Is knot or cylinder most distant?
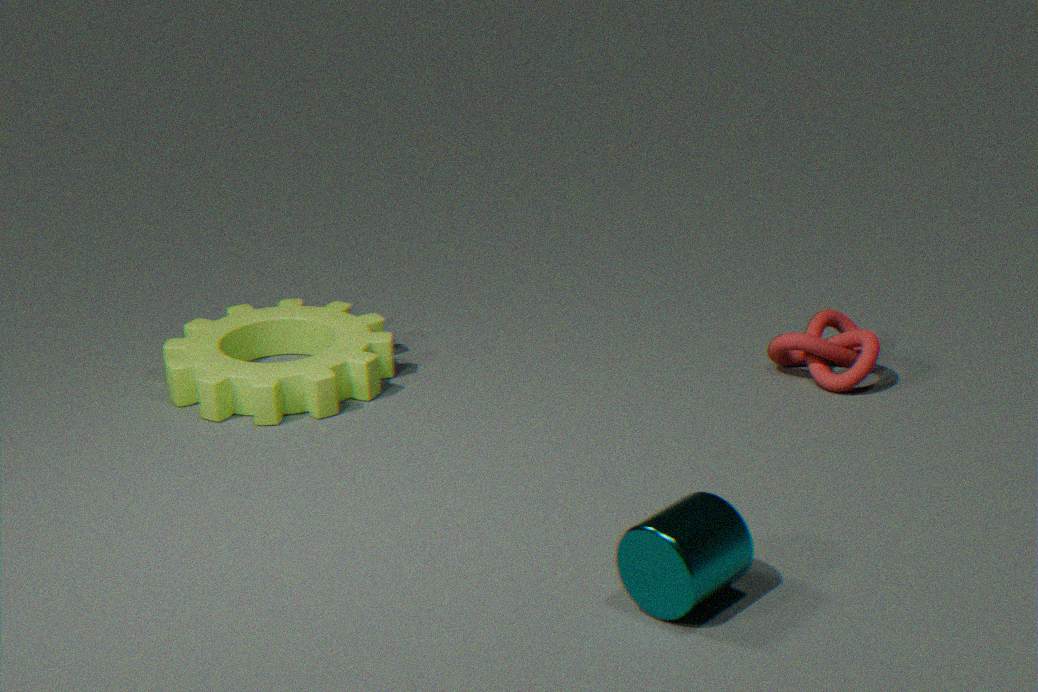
knot
